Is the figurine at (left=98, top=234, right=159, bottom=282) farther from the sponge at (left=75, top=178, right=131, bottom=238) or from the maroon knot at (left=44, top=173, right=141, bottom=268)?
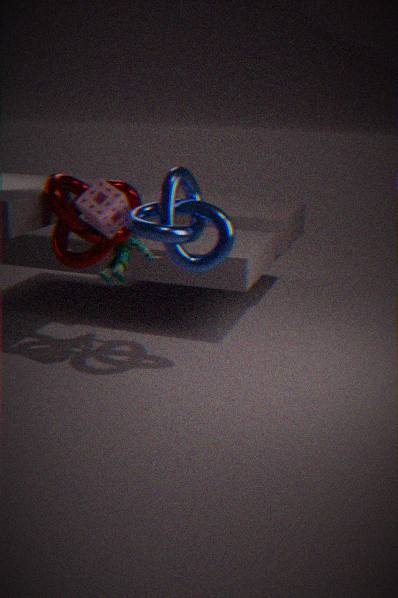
the sponge at (left=75, top=178, right=131, bottom=238)
